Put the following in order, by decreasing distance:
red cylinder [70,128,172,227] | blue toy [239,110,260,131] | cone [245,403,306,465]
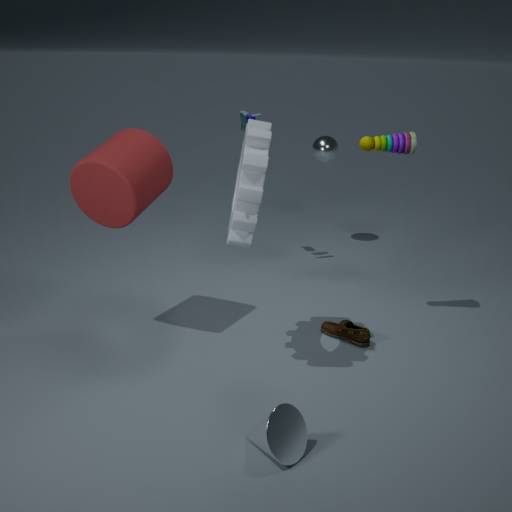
blue toy [239,110,260,131]
red cylinder [70,128,172,227]
cone [245,403,306,465]
